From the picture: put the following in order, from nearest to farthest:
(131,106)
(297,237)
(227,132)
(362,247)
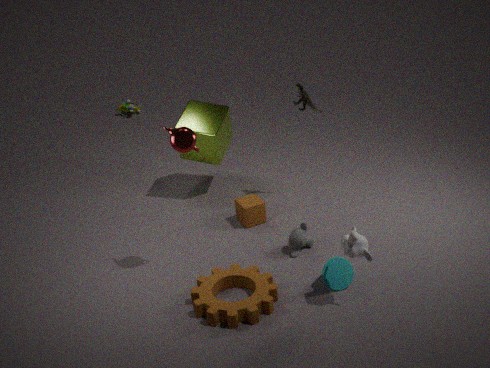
1. (362,247)
2. (297,237)
3. (227,132)
4. (131,106)
